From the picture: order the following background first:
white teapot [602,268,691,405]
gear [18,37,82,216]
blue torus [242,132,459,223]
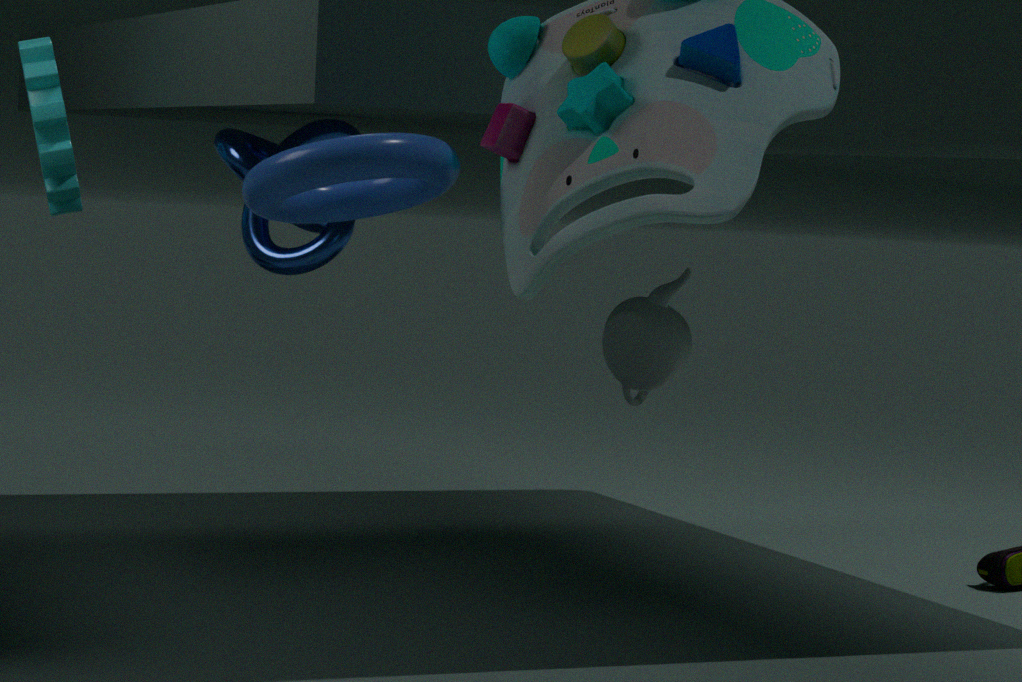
white teapot [602,268,691,405] < gear [18,37,82,216] < blue torus [242,132,459,223]
